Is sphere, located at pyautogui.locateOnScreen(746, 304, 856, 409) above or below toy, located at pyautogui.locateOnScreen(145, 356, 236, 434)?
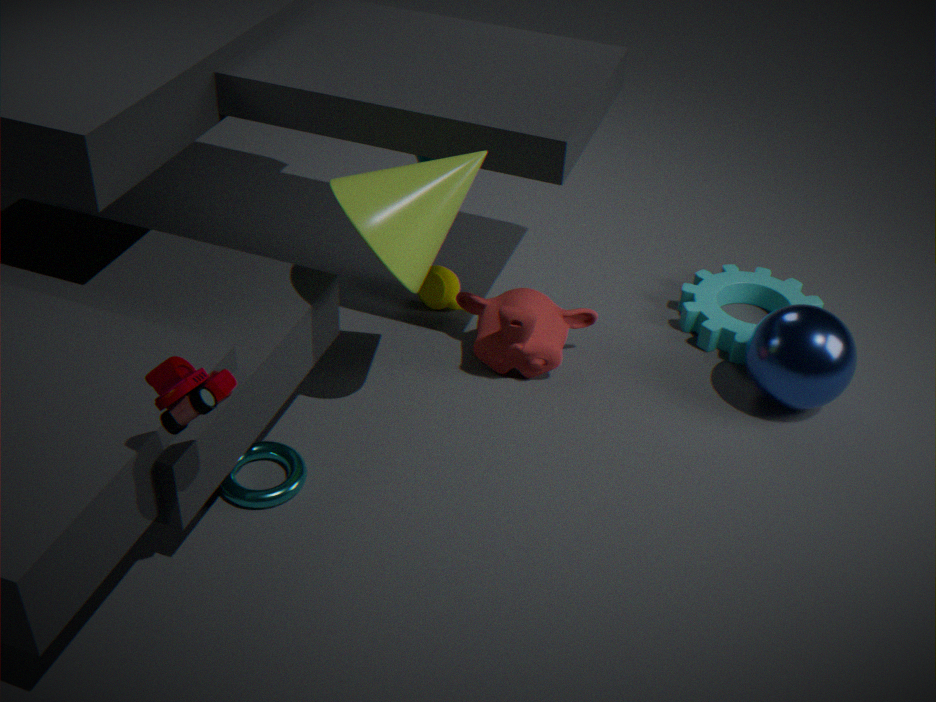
below
